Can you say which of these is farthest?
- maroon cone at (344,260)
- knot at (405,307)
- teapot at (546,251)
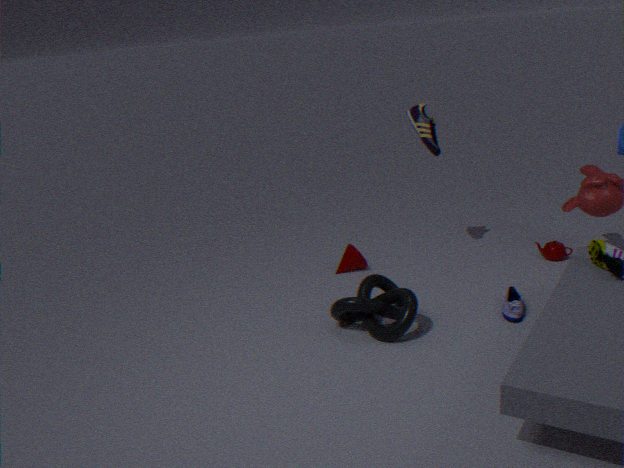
maroon cone at (344,260)
